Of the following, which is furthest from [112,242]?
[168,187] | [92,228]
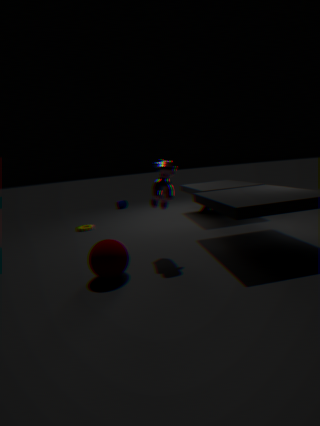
[92,228]
